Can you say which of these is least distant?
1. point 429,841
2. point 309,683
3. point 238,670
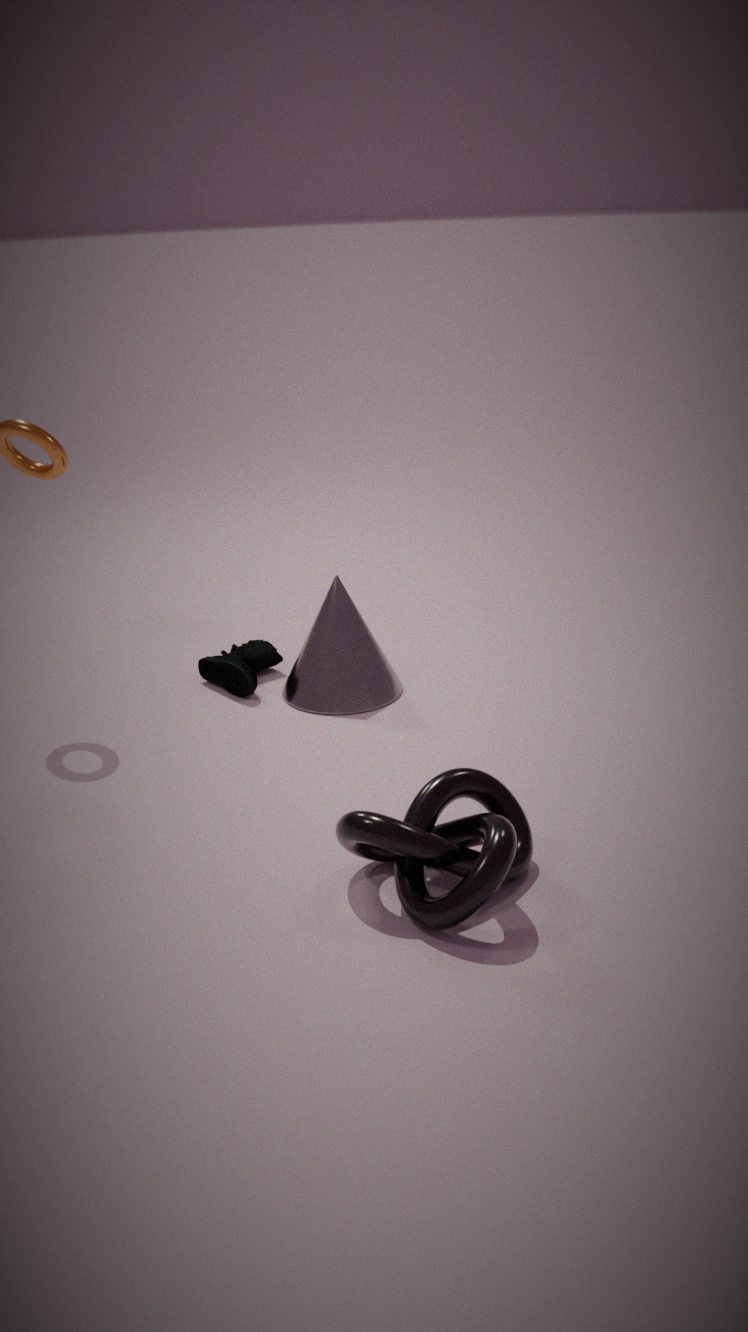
point 429,841
